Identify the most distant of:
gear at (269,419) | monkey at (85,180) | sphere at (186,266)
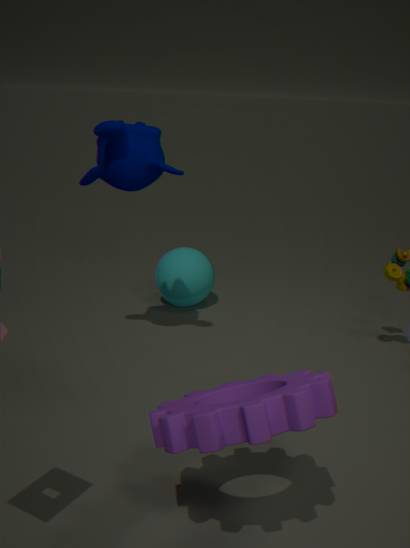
sphere at (186,266)
